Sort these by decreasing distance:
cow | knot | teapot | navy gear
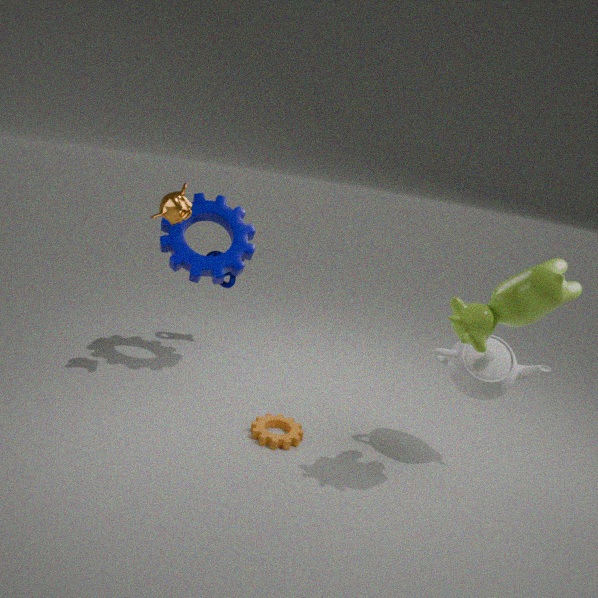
1. knot
2. navy gear
3. teapot
4. cow
